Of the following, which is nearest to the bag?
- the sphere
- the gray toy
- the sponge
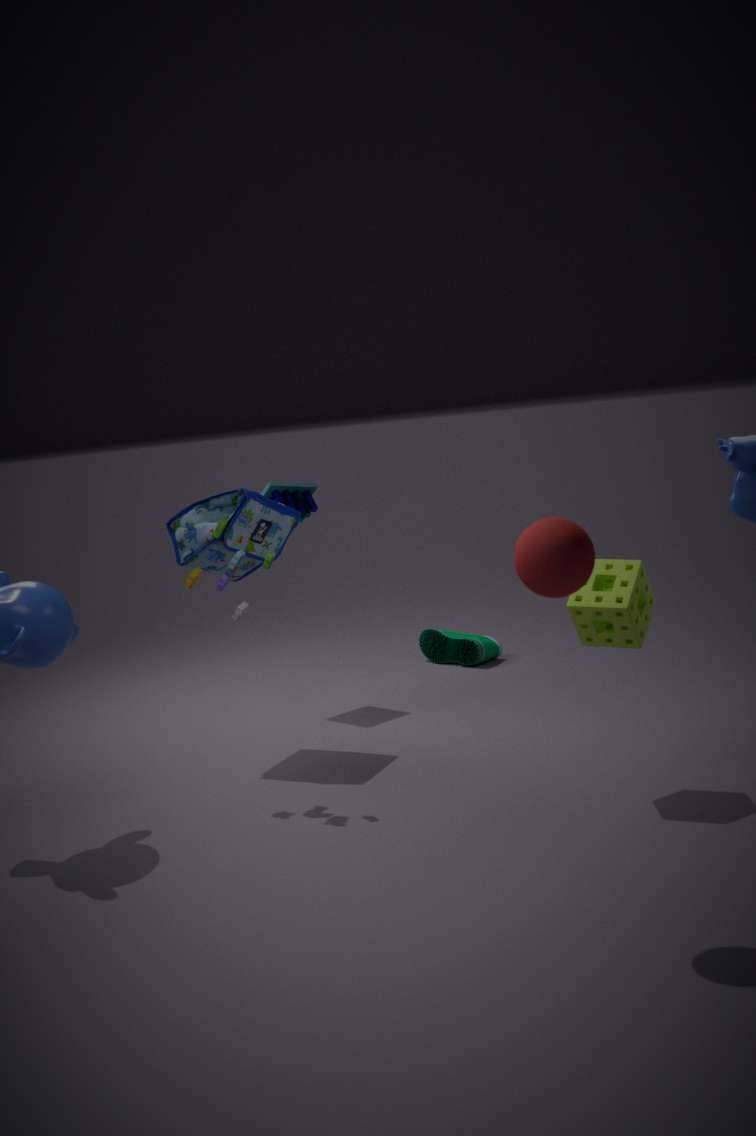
the gray toy
